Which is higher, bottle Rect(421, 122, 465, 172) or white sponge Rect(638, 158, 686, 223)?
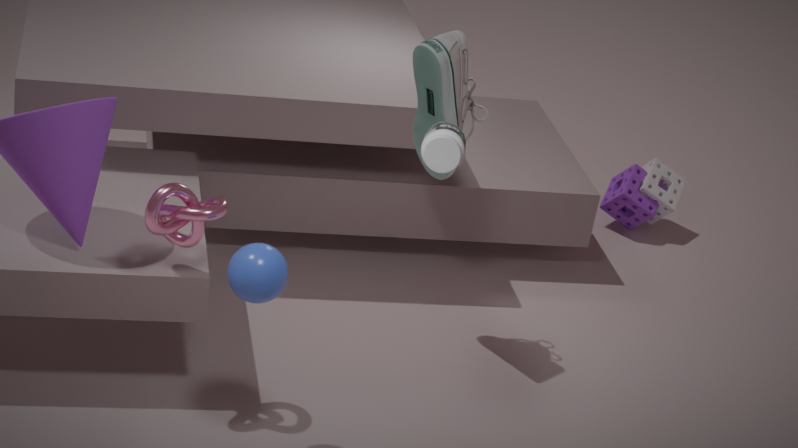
bottle Rect(421, 122, 465, 172)
